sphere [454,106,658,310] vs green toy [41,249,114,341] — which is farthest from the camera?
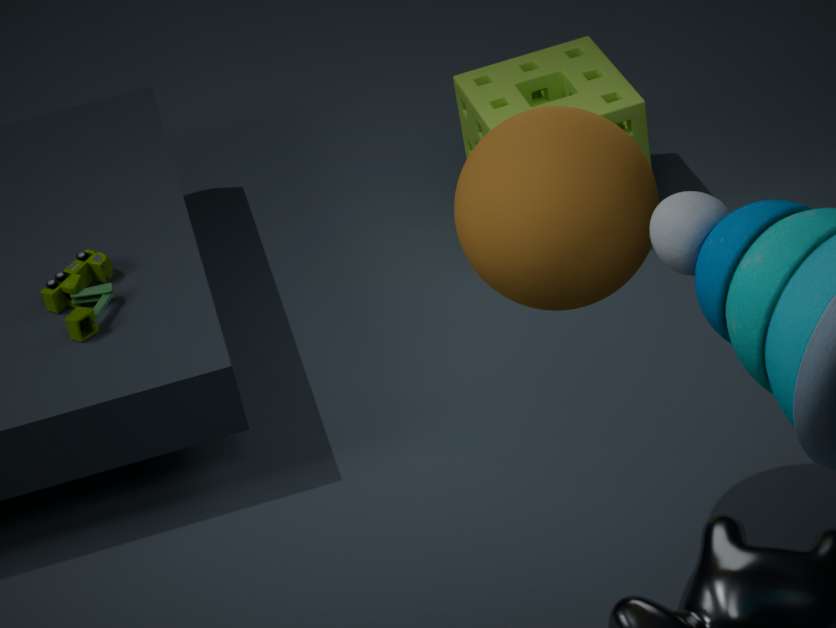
green toy [41,249,114,341]
